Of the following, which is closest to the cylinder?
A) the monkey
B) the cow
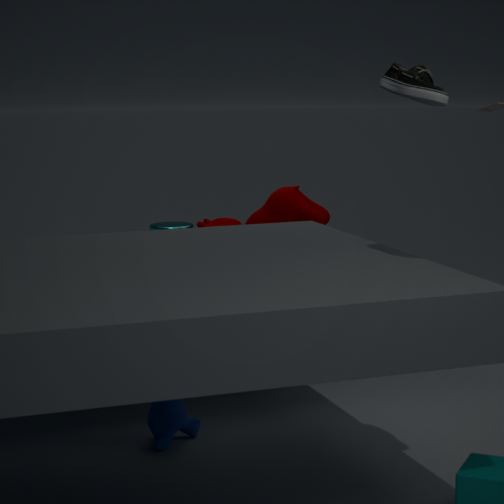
the cow
